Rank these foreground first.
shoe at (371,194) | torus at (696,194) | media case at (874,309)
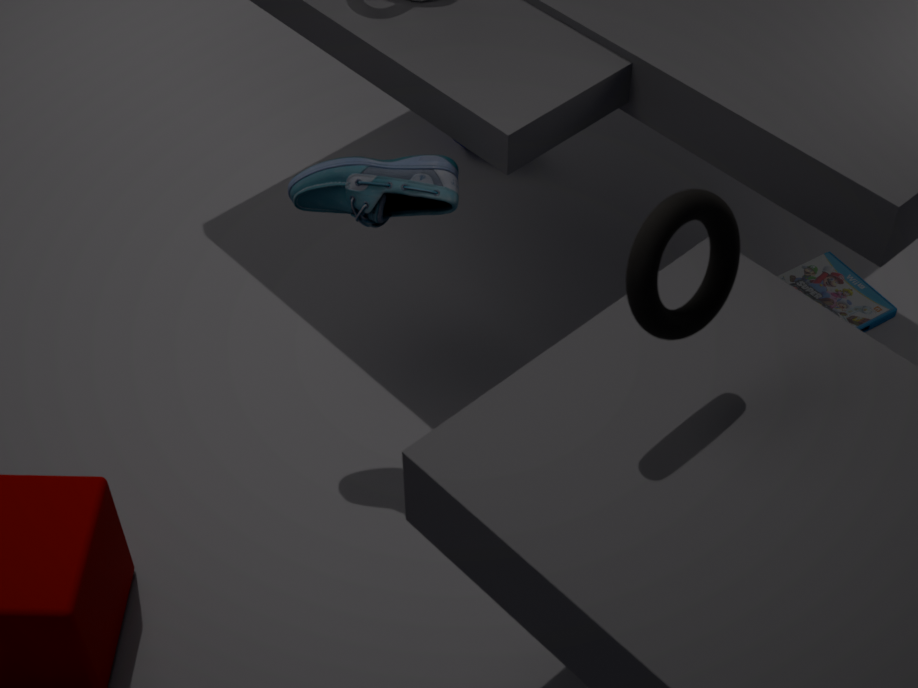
1. torus at (696,194)
2. shoe at (371,194)
3. media case at (874,309)
